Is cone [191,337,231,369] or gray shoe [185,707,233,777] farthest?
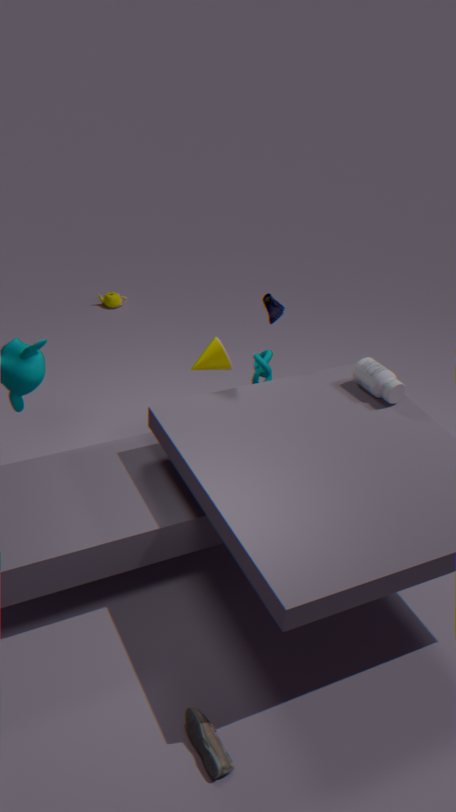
cone [191,337,231,369]
